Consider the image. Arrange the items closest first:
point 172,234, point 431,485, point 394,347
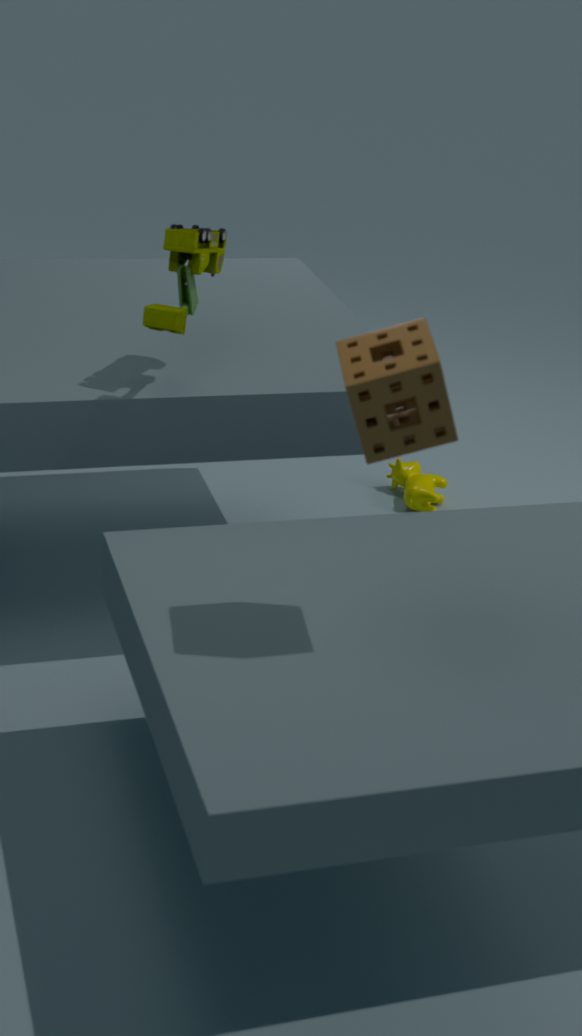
point 394,347, point 172,234, point 431,485
